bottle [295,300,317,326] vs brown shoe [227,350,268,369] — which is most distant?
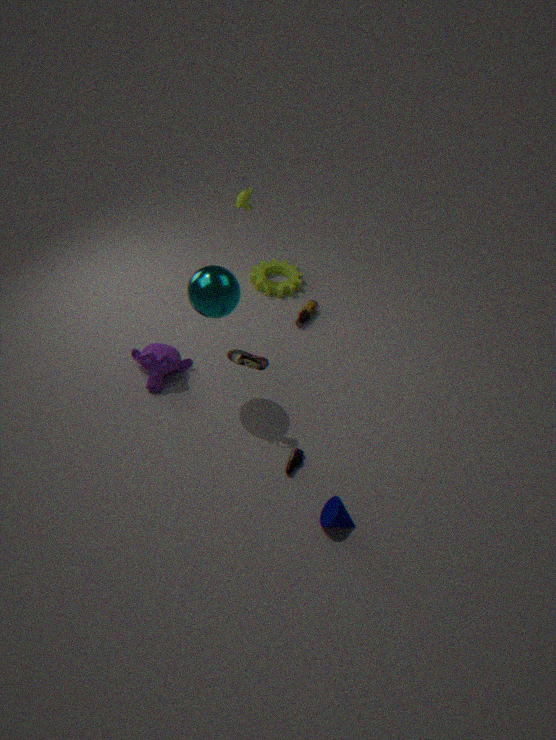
bottle [295,300,317,326]
